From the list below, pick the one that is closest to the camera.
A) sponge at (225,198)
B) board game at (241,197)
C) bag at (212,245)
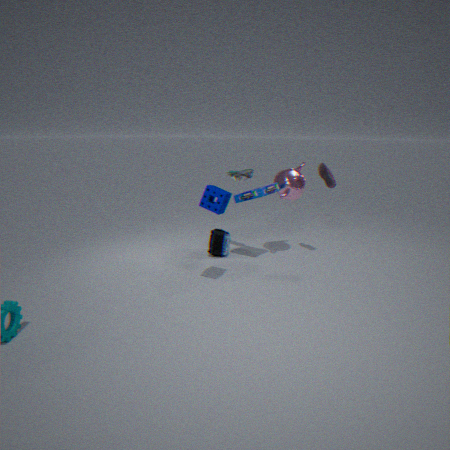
sponge at (225,198)
